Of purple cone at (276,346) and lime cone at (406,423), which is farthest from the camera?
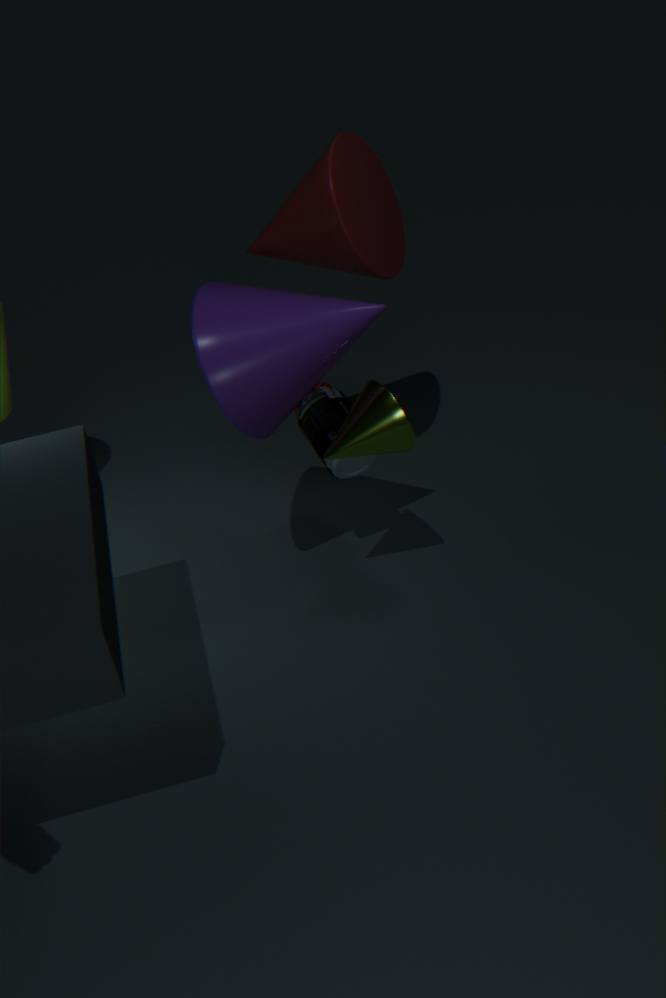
lime cone at (406,423)
